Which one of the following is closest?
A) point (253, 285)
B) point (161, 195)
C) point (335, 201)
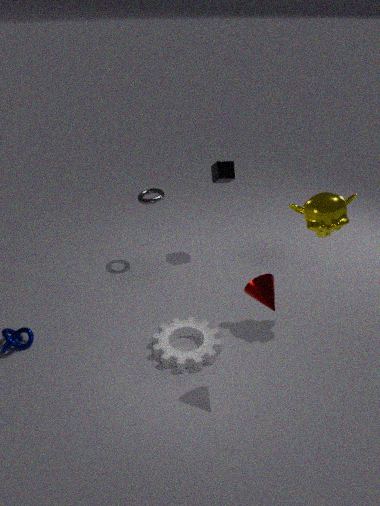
point (253, 285)
